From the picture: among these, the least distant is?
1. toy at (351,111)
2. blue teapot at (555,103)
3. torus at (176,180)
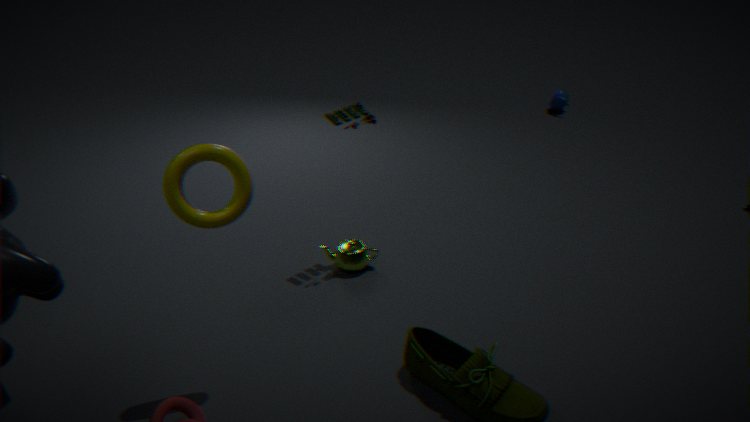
torus at (176,180)
